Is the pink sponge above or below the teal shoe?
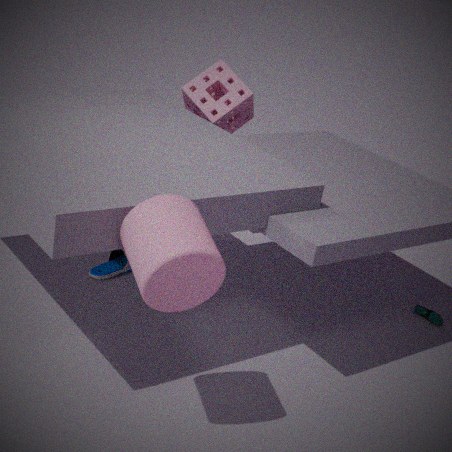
above
